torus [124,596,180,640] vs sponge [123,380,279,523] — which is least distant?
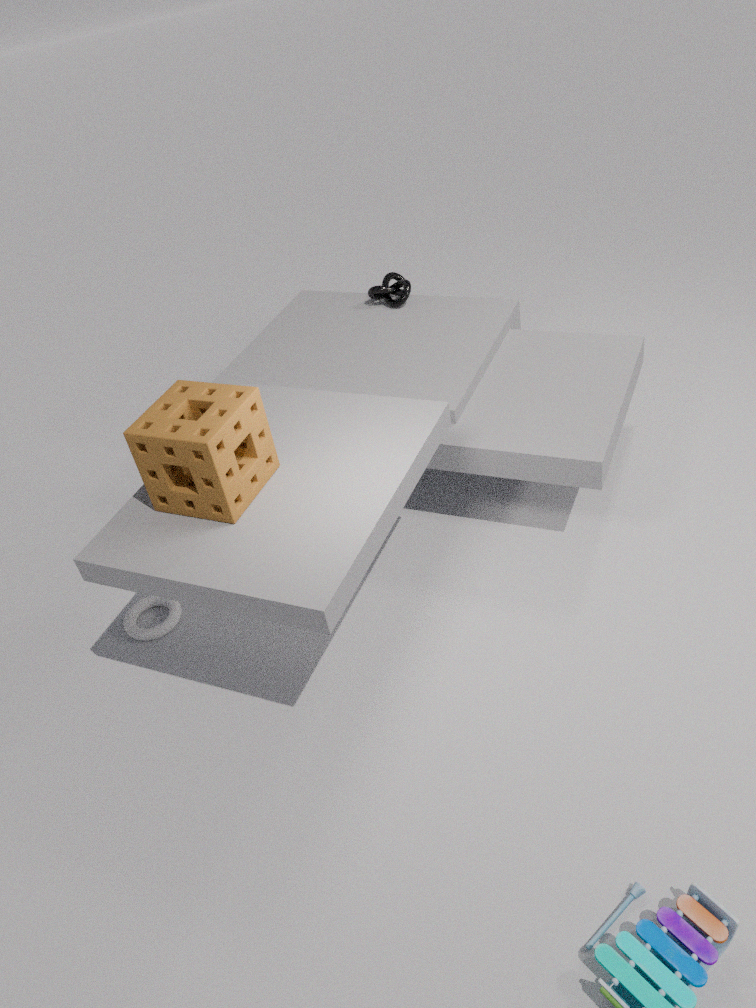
sponge [123,380,279,523]
